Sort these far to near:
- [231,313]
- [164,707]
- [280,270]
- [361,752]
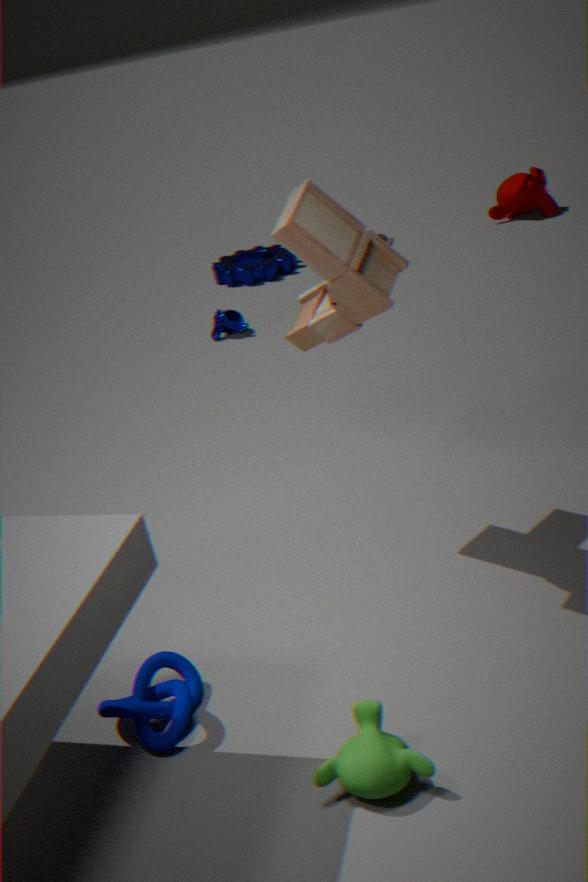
[280,270], [231,313], [164,707], [361,752]
